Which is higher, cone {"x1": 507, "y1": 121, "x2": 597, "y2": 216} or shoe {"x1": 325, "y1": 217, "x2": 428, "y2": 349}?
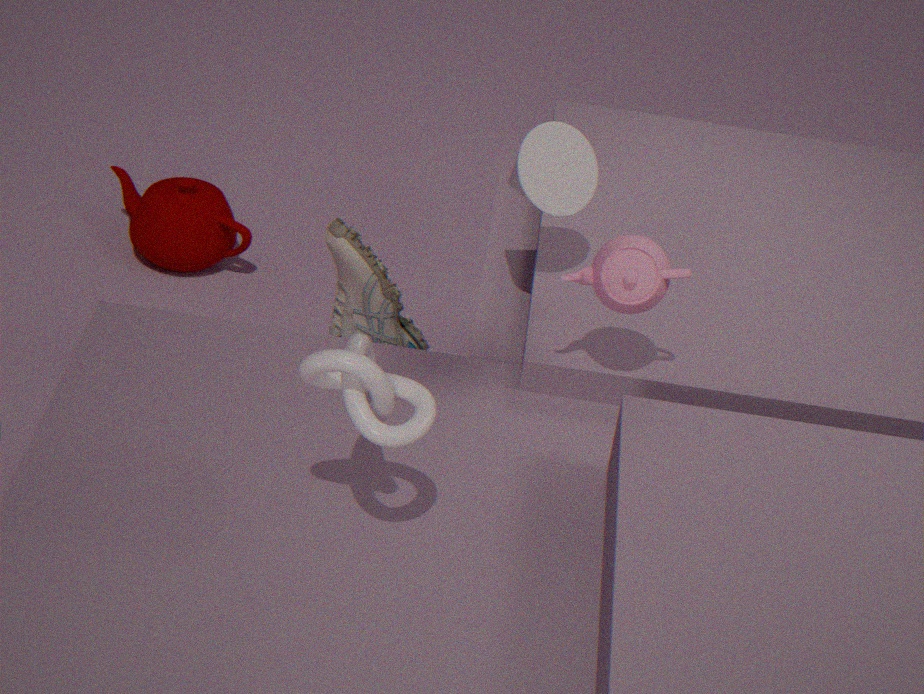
Result: cone {"x1": 507, "y1": 121, "x2": 597, "y2": 216}
